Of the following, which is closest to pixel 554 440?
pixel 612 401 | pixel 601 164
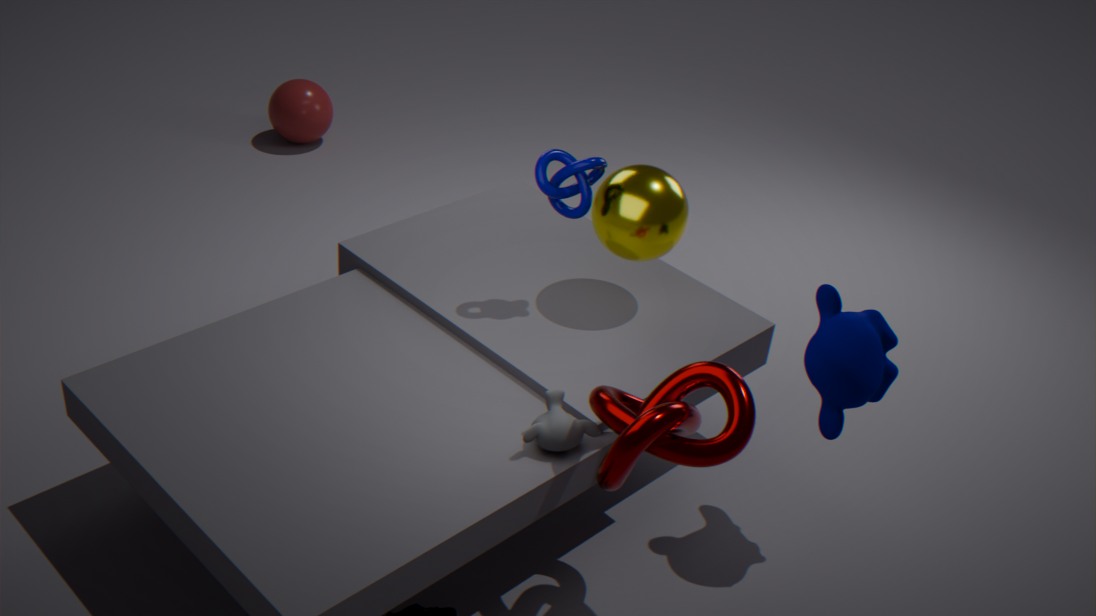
pixel 612 401
